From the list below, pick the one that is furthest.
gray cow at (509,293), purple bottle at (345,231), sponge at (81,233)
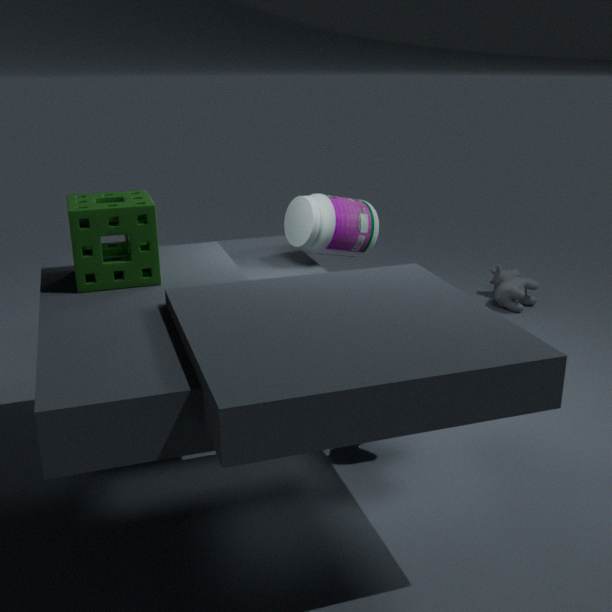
gray cow at (509,293)
